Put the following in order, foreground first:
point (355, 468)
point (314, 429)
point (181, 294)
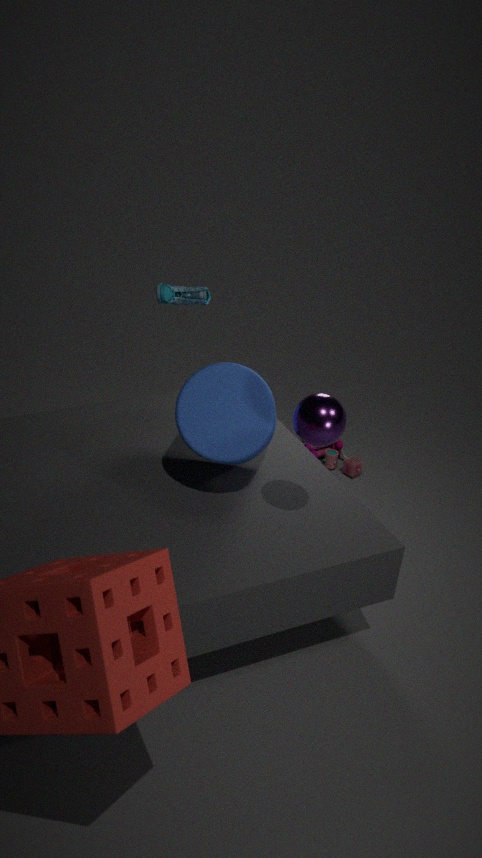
point (314, 429) → point (181, 294) → point (355, 468)
